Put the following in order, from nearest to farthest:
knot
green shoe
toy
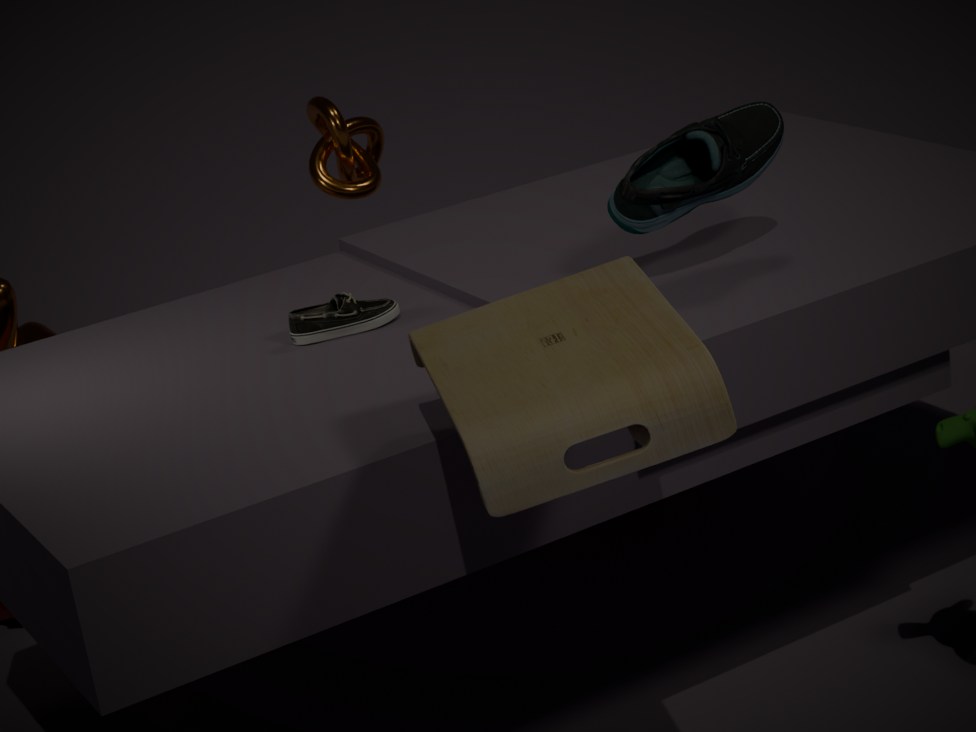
toy → green shoe → knot
